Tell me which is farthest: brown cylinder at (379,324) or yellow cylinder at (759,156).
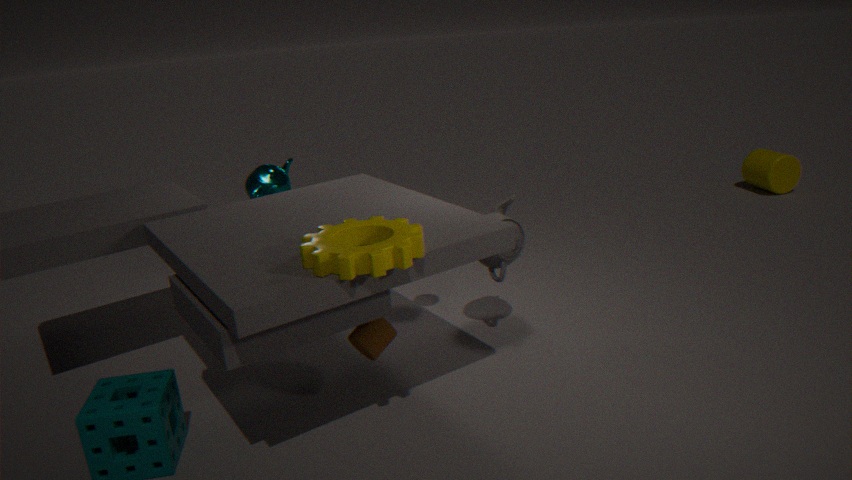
yellow cylinder at (759,156)
